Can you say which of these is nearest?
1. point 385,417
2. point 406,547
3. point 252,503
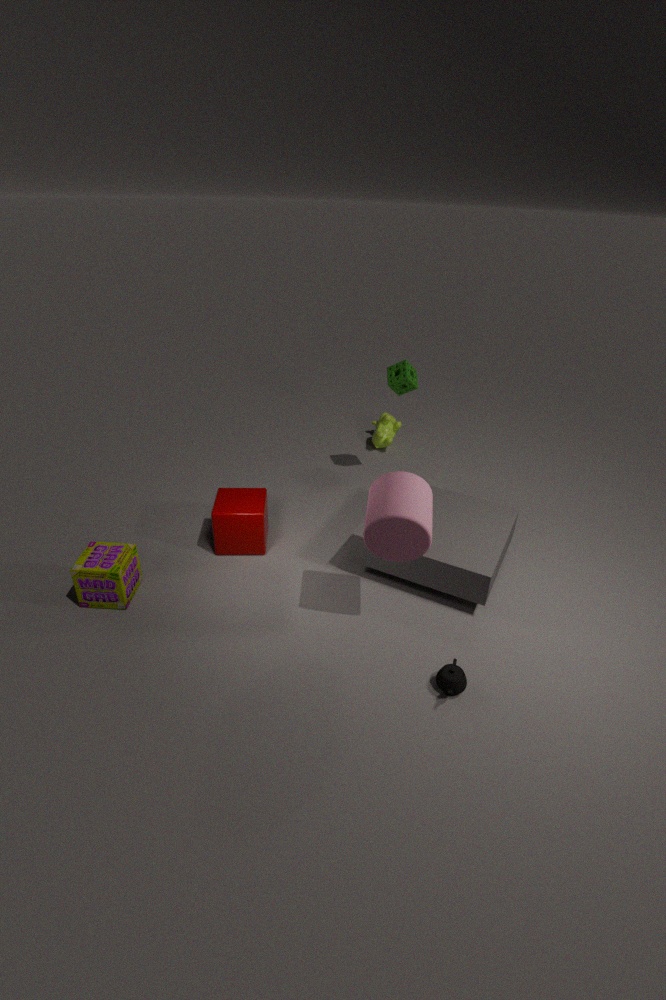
point 406,547
